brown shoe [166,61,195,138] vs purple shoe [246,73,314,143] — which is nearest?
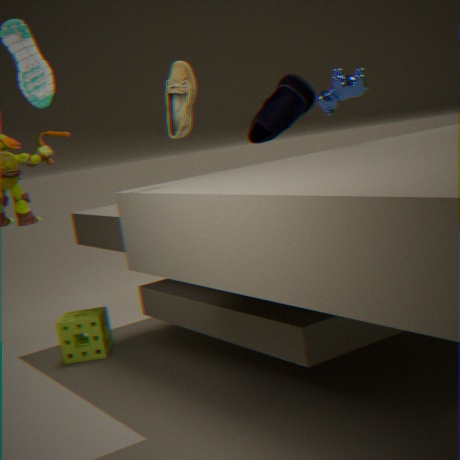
brown shoe [166,61,195,138]
